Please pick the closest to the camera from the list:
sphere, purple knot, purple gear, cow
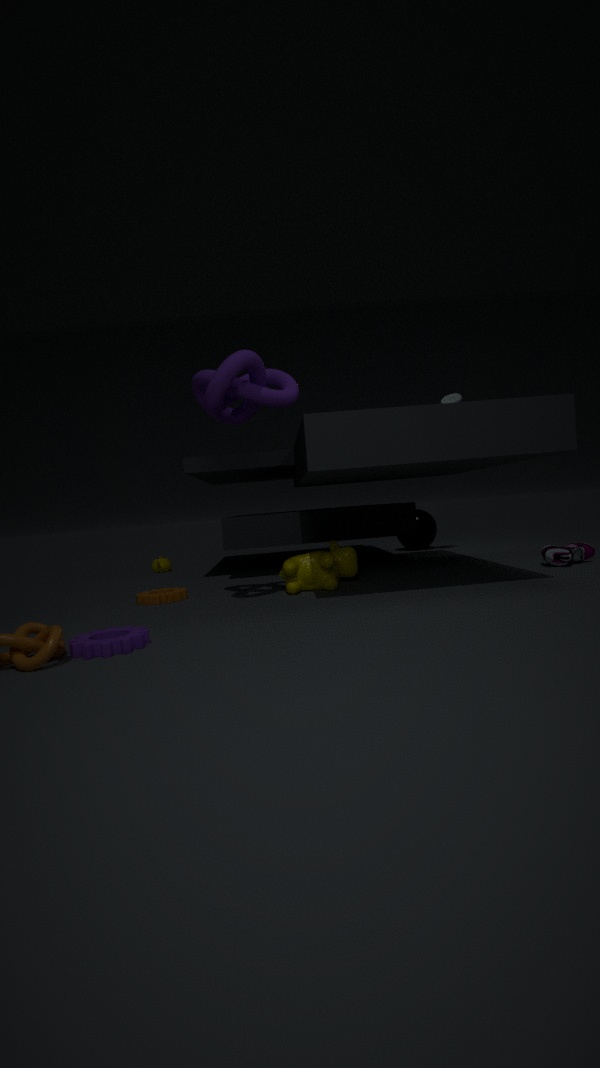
purple gear
